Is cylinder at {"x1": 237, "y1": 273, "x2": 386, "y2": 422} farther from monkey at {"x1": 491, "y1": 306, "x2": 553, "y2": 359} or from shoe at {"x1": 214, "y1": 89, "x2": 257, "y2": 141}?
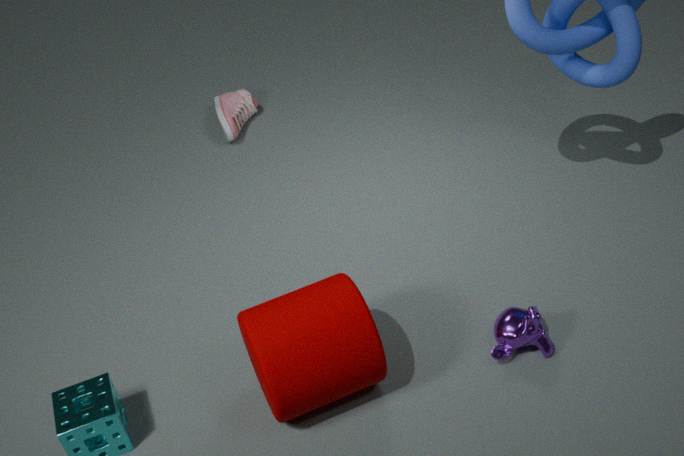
shoe at {"x1": 214, "y1": 89, "x2": 257, "y2": 141}
